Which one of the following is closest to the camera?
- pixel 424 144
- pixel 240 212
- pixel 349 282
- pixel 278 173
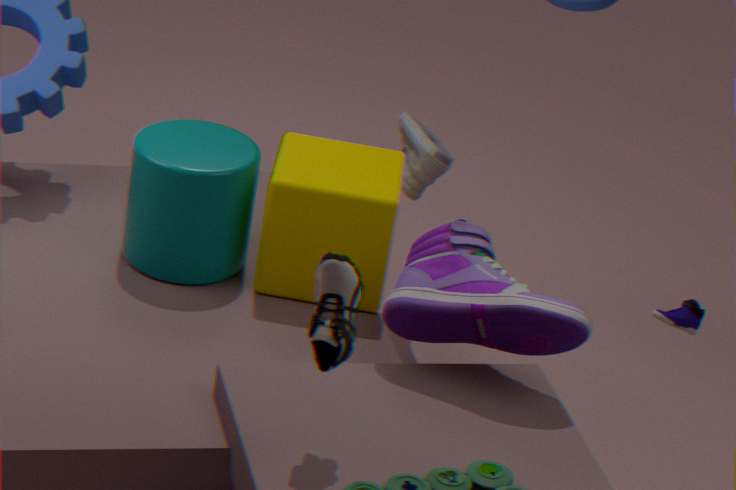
pixel 349 282
